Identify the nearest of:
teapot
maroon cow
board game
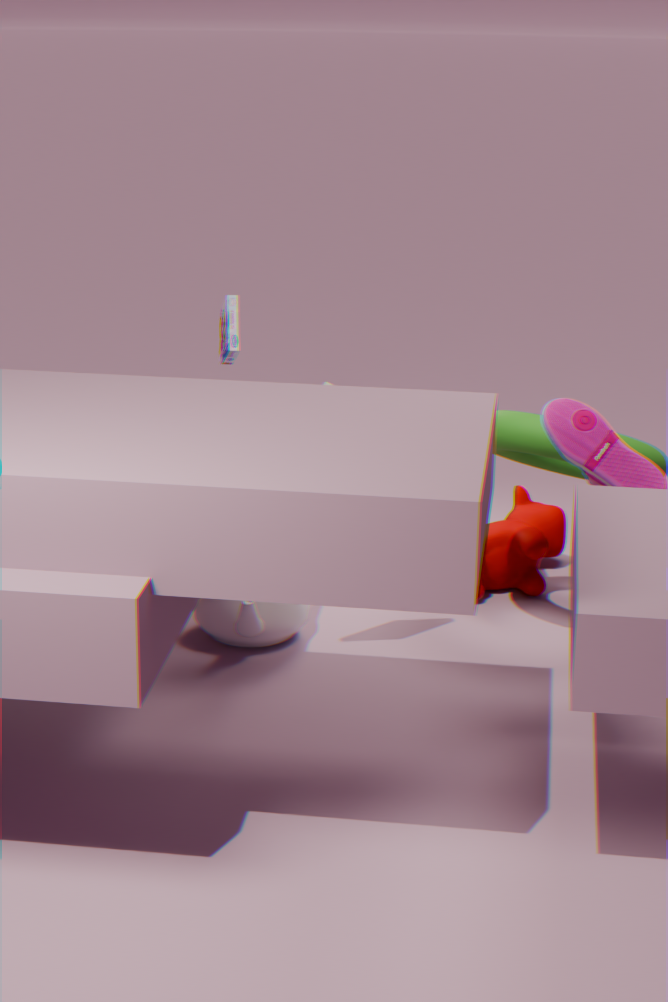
teapot
